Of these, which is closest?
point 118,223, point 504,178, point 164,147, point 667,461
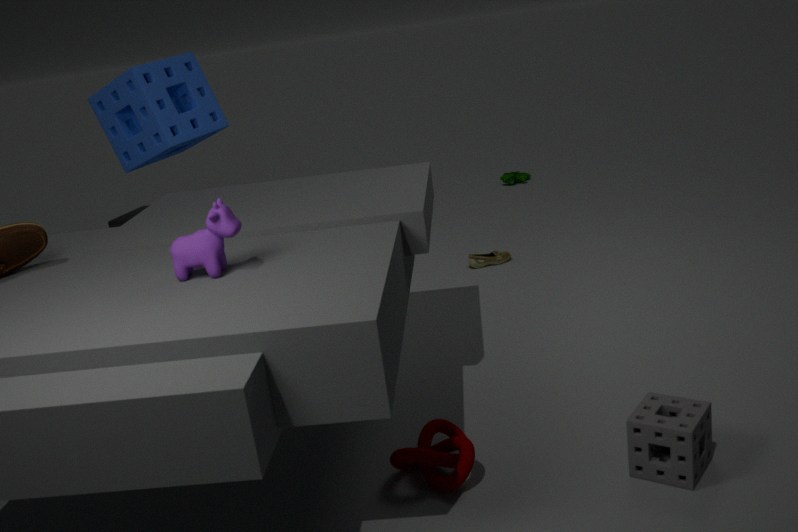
point 667,461
